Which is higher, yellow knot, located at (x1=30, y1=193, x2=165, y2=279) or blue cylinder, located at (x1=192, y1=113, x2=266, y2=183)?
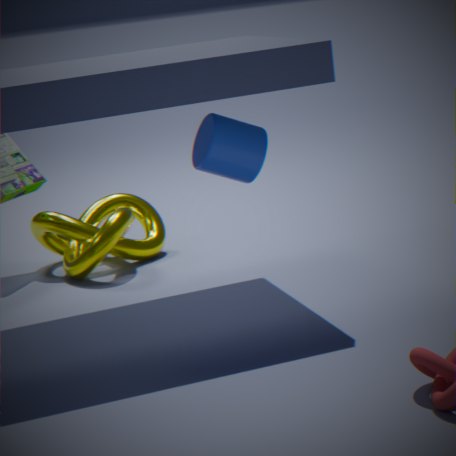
blue cylinder, located at (x1=192, y1=113, x2=266, y2=183)
